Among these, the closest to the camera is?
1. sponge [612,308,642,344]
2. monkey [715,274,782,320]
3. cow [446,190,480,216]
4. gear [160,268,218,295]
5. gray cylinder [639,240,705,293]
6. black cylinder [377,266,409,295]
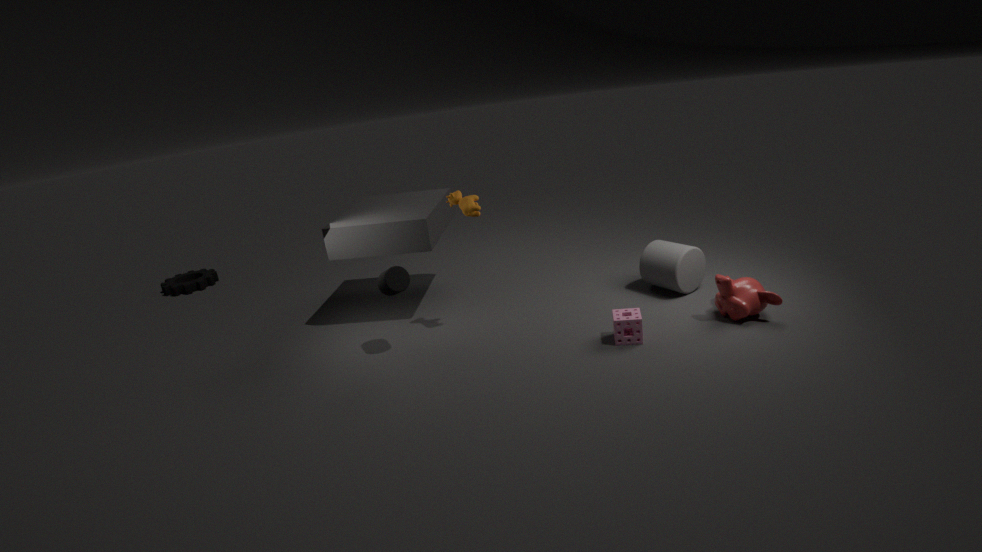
sponge [612,308,642,344]
